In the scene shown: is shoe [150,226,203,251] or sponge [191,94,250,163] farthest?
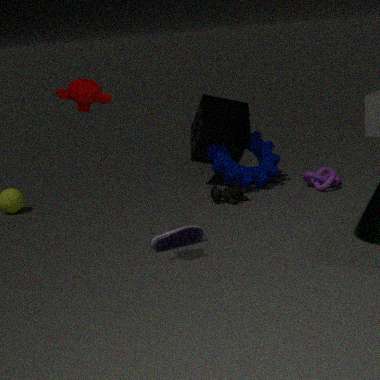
sponge [191,94,250,163]
